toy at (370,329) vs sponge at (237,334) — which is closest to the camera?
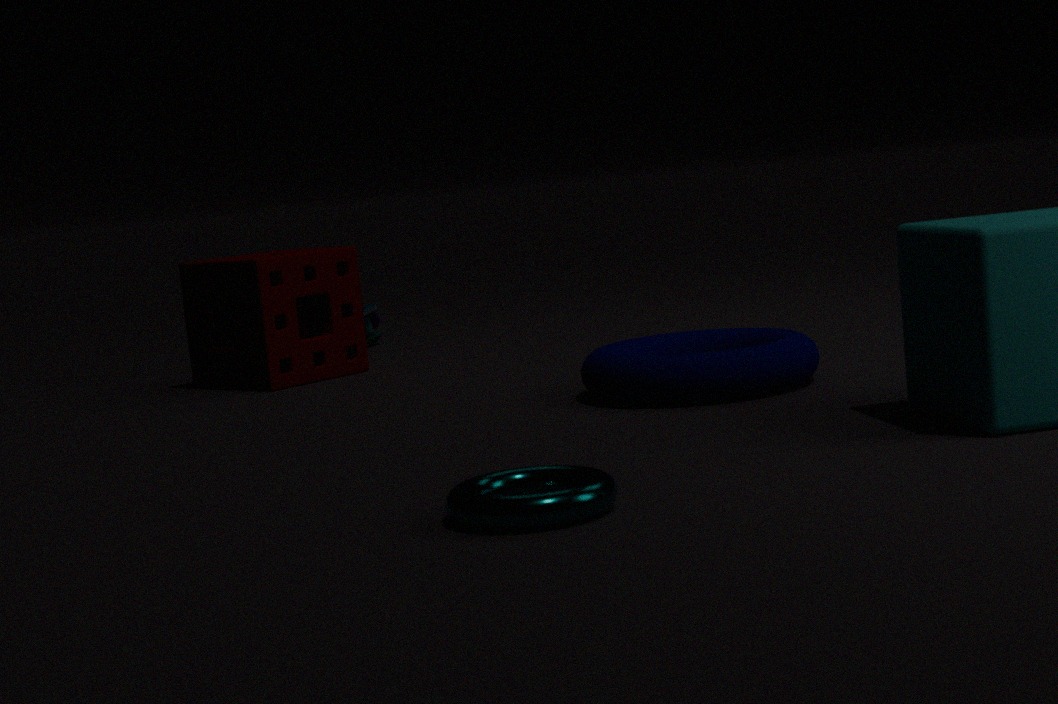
sponge at (237,334)
